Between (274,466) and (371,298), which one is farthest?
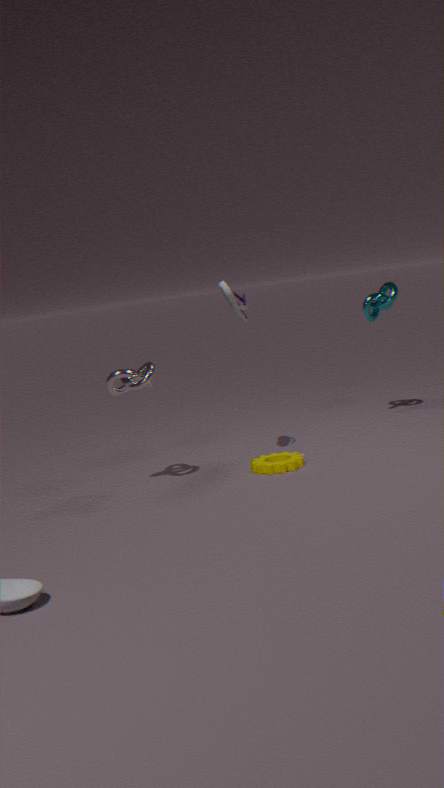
(371,298)
